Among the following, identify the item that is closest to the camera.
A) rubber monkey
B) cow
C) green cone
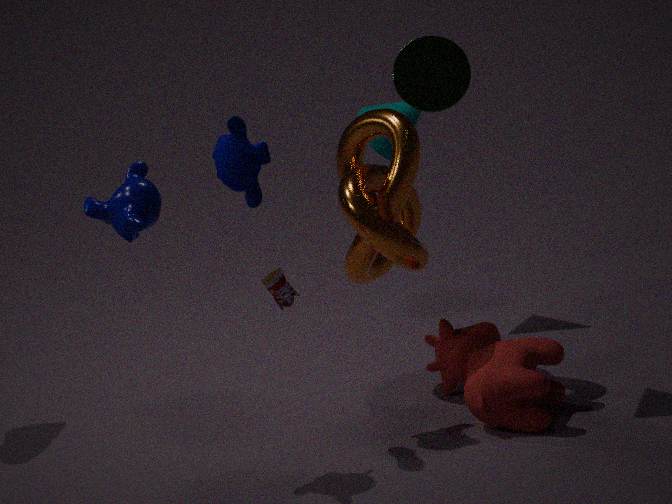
rubber monkey
